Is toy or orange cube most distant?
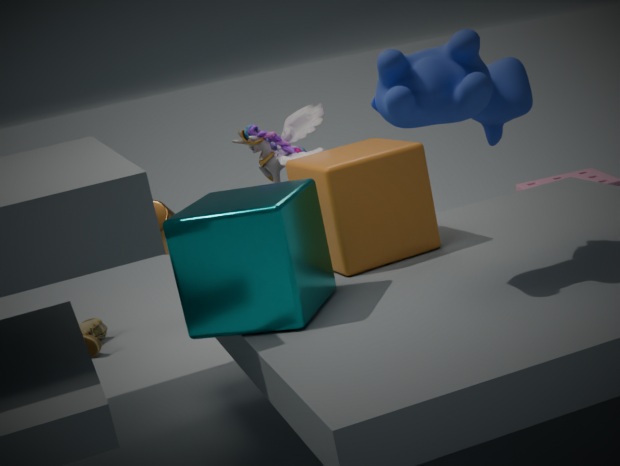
toy
